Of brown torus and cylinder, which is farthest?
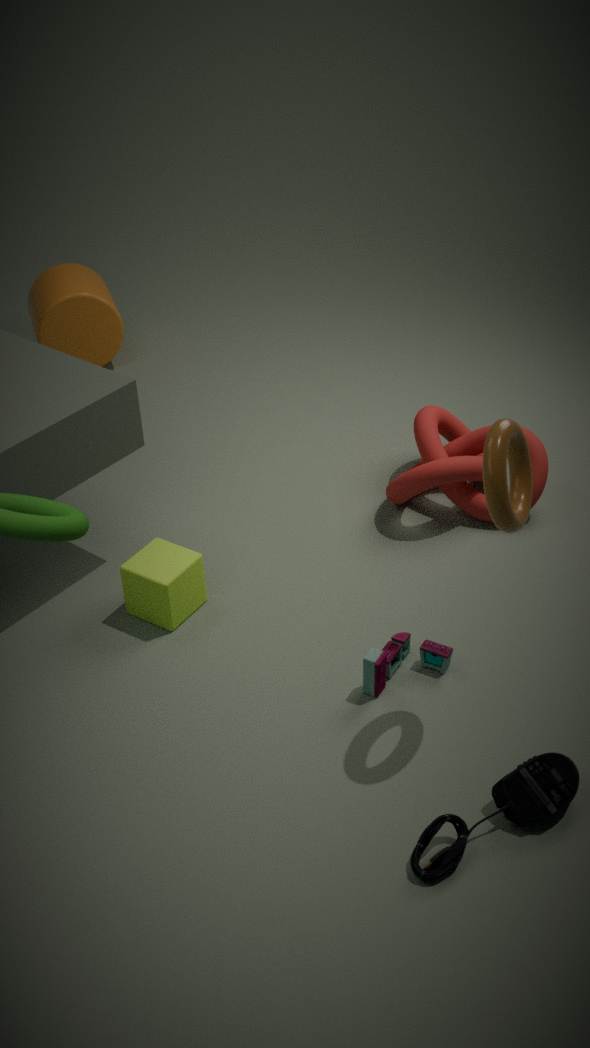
cylinder
